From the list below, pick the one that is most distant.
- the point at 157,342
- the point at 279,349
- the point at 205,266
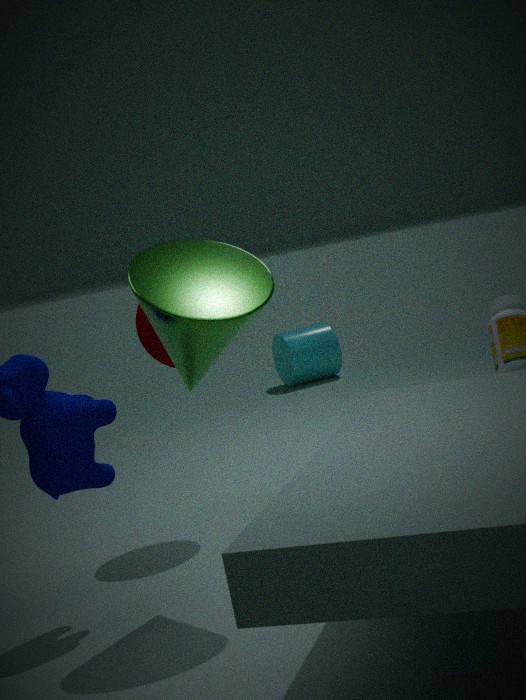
the point at 279,349
